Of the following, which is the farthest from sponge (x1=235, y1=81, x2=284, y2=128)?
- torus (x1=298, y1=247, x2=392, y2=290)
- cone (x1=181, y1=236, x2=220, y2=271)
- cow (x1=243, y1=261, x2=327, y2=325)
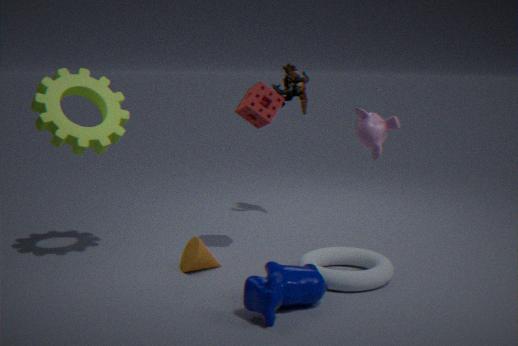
cow (x1=243, y1=261, x2=327, y2=325)
